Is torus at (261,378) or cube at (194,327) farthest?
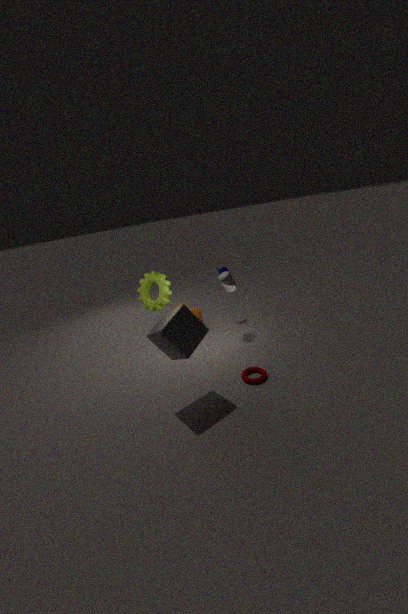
torus at (261,378)
